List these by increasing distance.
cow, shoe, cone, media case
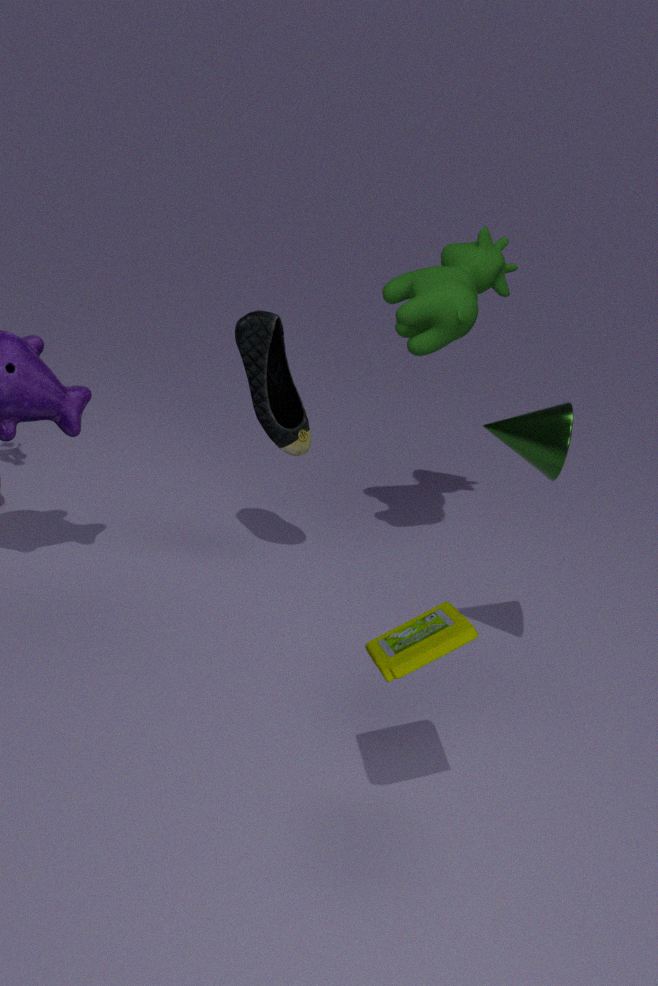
media case
cone
shoe
cow
